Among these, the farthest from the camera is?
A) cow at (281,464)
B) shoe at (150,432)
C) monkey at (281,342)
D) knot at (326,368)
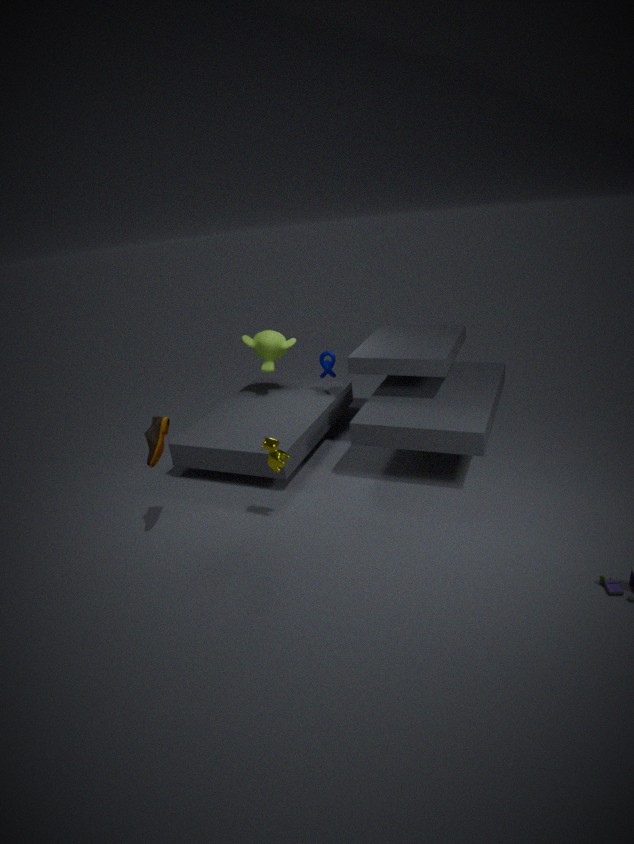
monkey at (281,342)
